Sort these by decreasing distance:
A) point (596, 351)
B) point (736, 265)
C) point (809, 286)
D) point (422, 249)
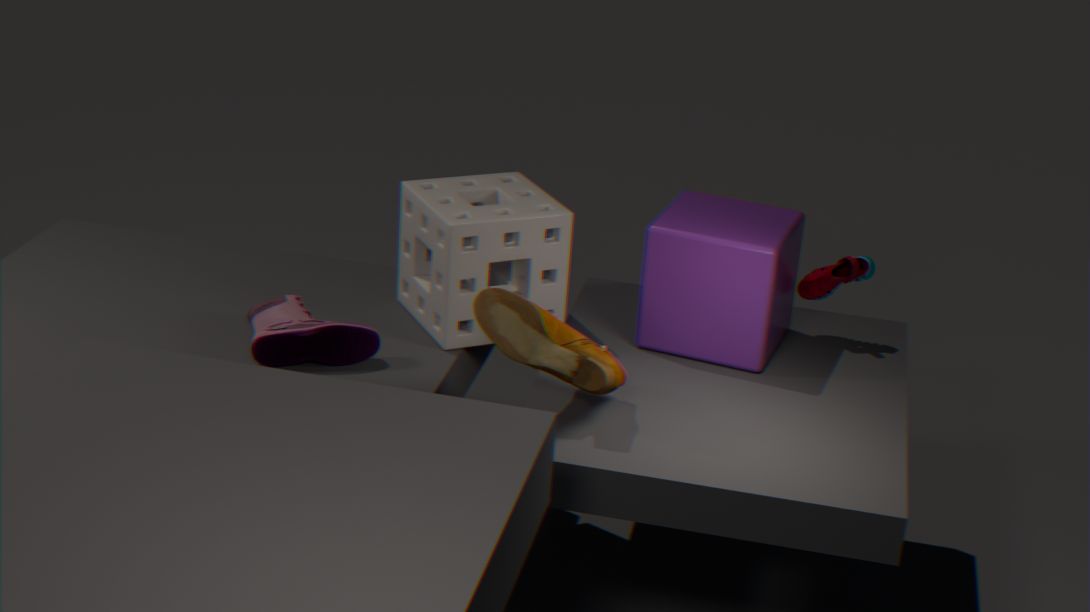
point (809, 286), point (422, 249), point (736, 265), point (596, 351)
